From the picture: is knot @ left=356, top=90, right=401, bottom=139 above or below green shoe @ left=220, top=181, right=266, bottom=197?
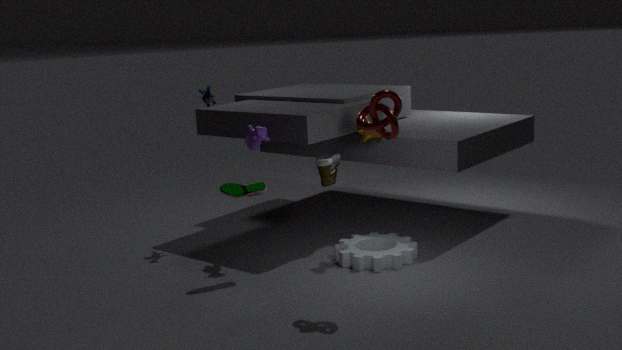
above
